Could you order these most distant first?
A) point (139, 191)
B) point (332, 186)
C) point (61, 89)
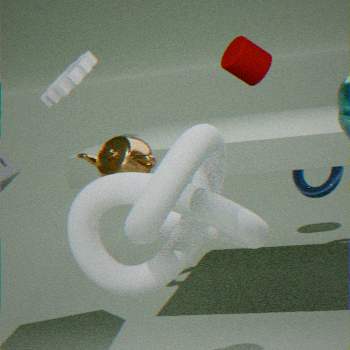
B. point (332, 186), C. point (61, 89), A. point (139, 191)
